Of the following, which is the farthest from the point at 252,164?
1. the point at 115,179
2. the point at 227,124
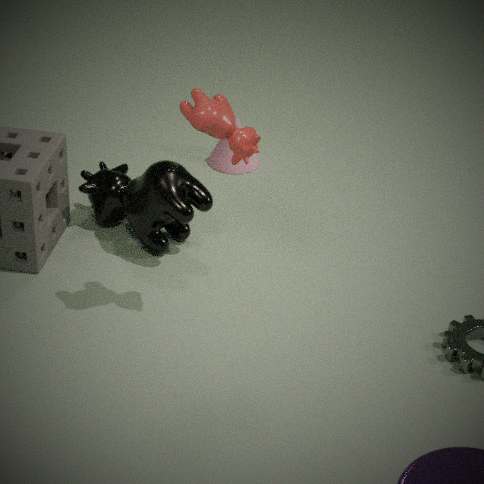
the point at 227,124
